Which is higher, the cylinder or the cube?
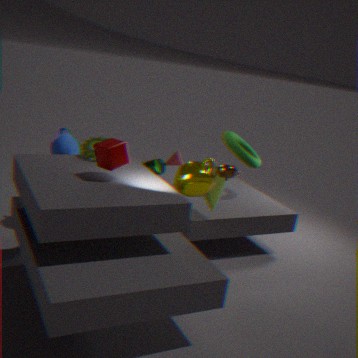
the cube
